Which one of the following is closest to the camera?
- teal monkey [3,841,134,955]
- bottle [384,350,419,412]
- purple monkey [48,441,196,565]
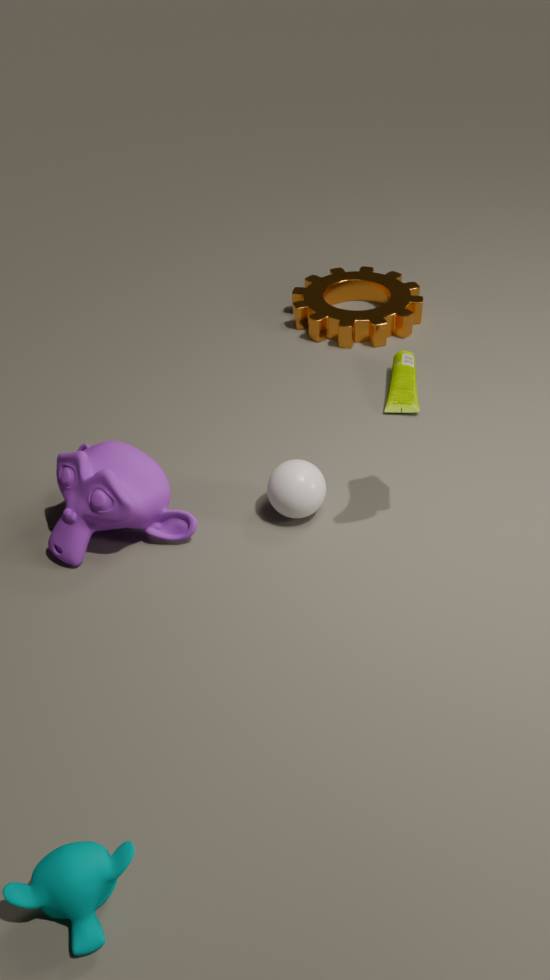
teal monkey [3,841,134,955]
